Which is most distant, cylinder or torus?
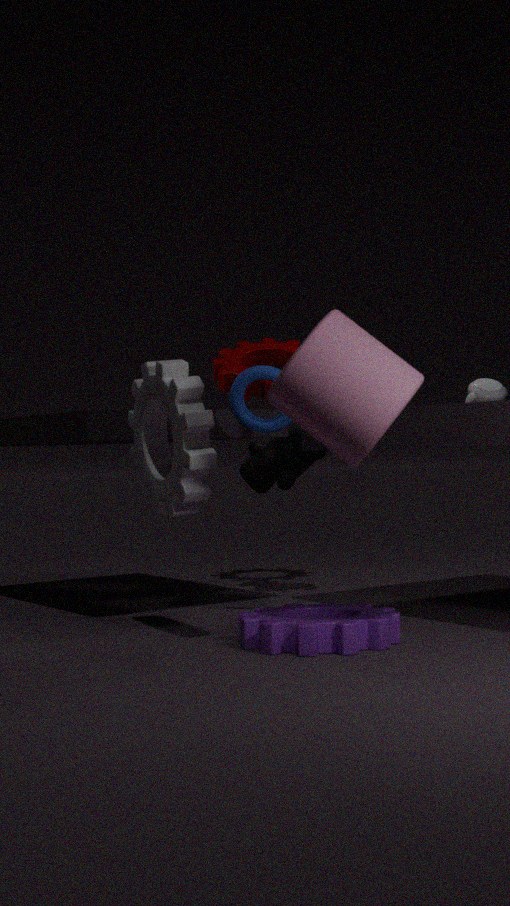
torus
